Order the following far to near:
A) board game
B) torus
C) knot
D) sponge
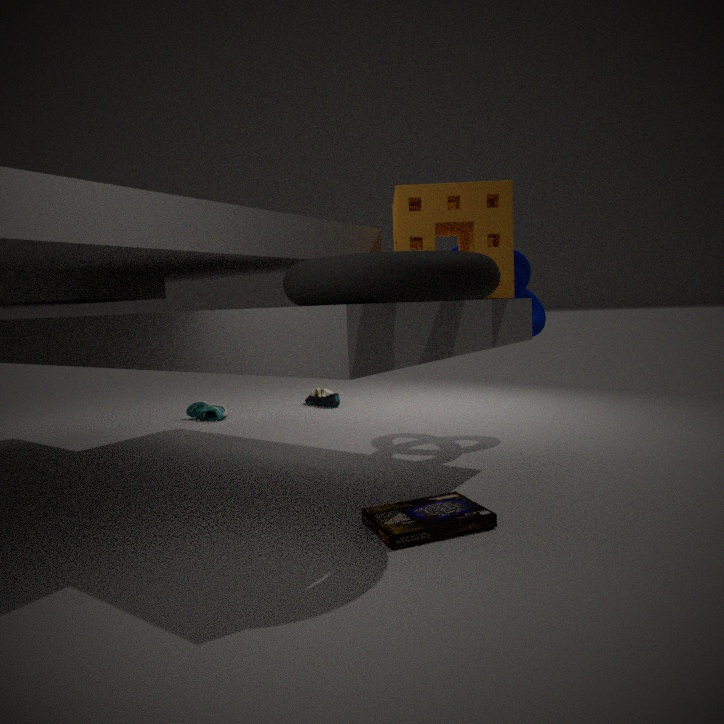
knot < sponge < board game < torus
